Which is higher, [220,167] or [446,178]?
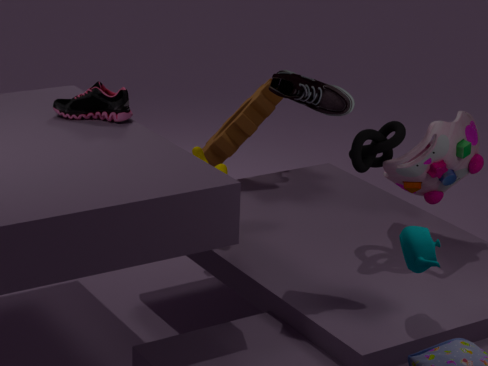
[446,178]
